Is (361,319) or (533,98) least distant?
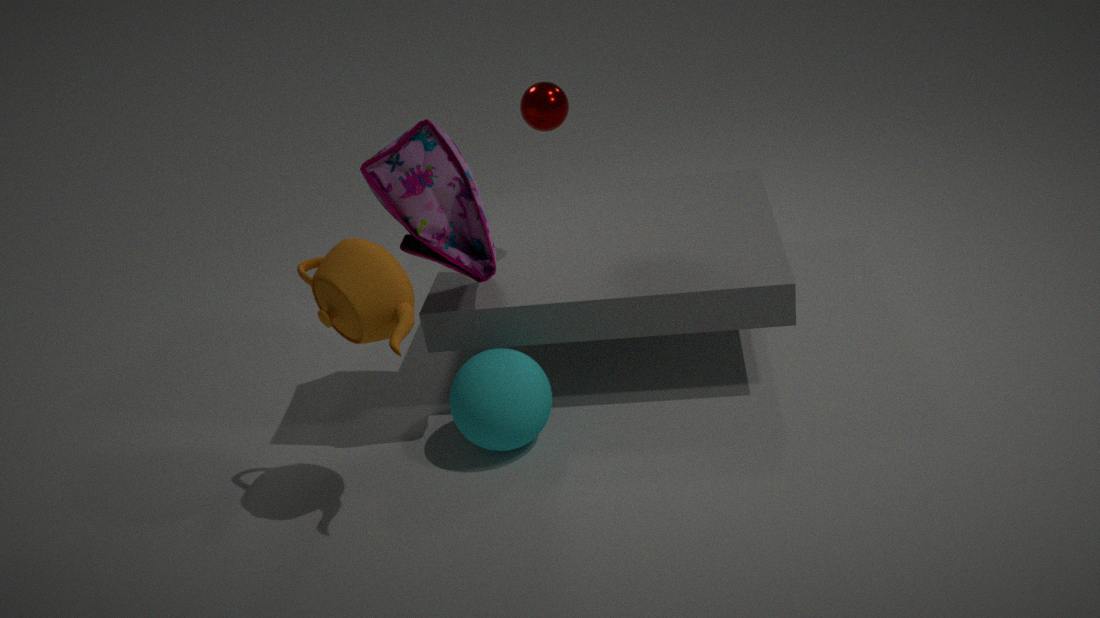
(361,319)
